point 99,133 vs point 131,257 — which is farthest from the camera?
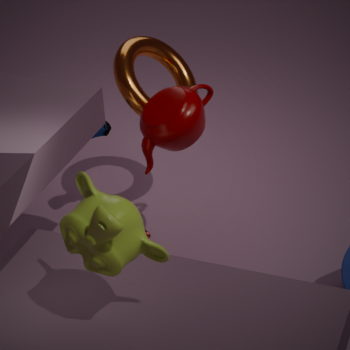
point 99,133
